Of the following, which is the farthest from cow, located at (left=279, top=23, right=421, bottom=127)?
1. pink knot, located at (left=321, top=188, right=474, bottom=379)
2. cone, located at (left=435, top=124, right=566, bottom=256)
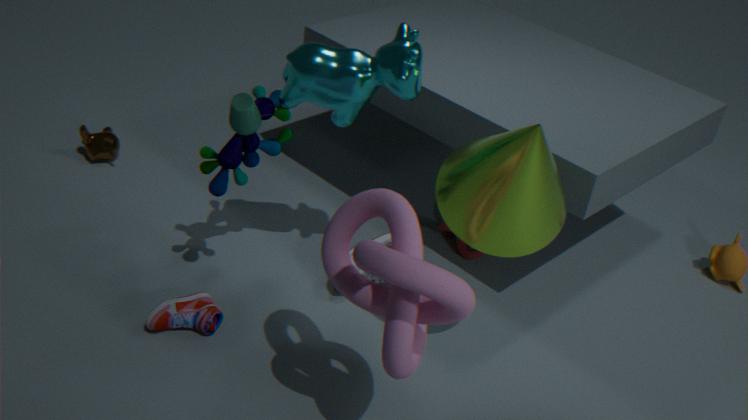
pink knot, located at (left=321, top=188, right=474, bottom=379)
